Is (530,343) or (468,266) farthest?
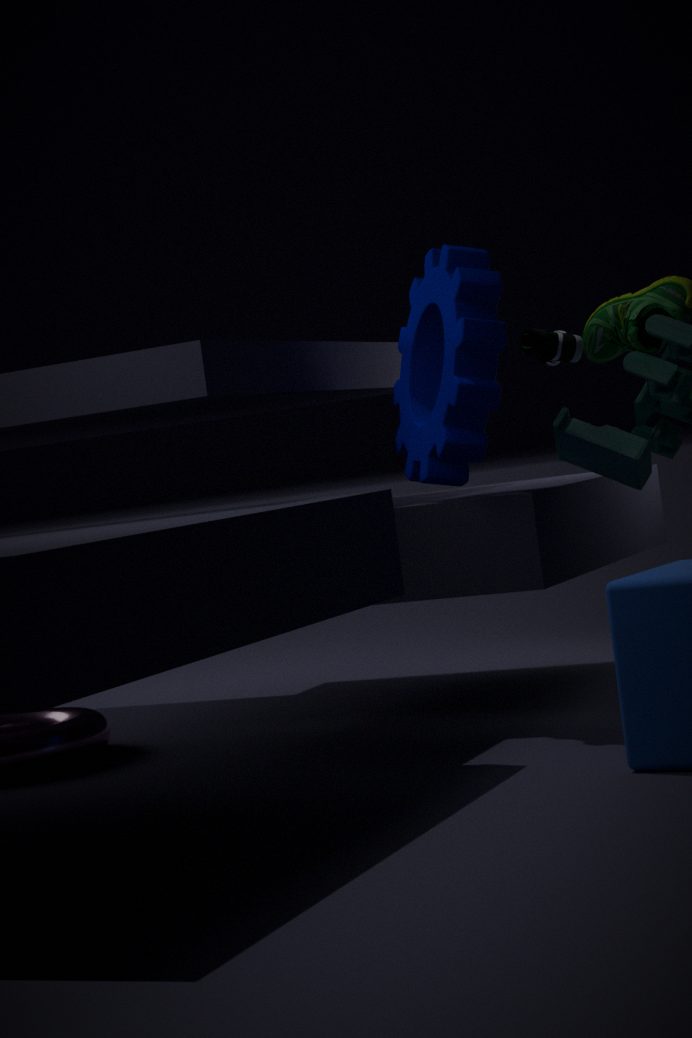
(530,343)
